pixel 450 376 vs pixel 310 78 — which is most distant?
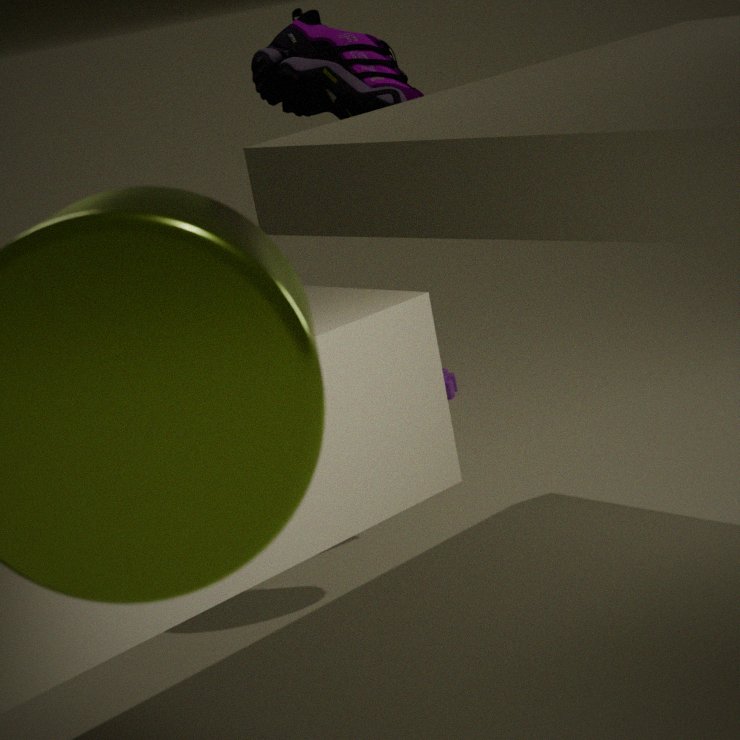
pixel 450 376
